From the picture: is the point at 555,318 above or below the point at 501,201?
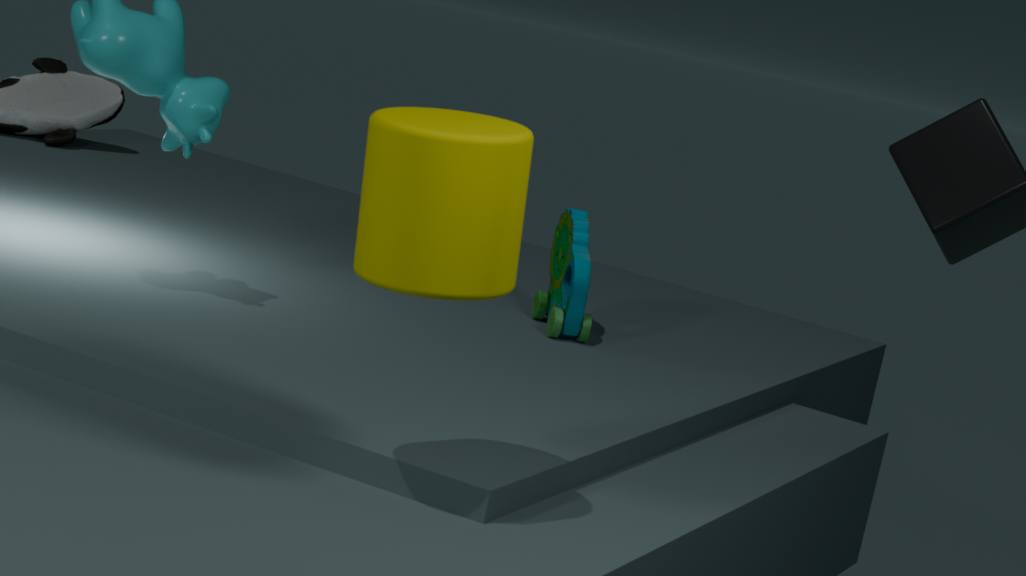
below
